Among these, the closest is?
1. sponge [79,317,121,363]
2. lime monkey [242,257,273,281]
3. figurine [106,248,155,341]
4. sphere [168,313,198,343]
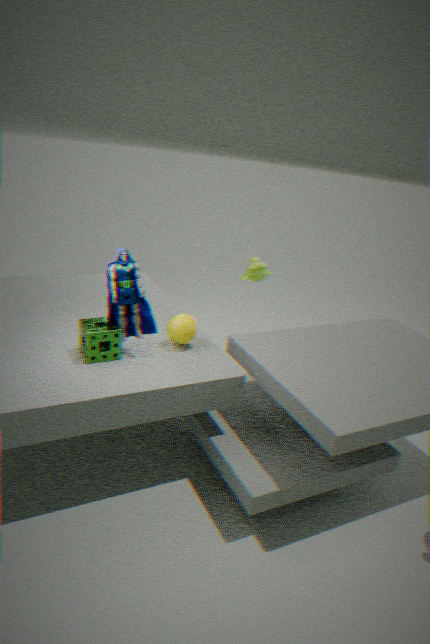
sponge [79,317,121,363]
